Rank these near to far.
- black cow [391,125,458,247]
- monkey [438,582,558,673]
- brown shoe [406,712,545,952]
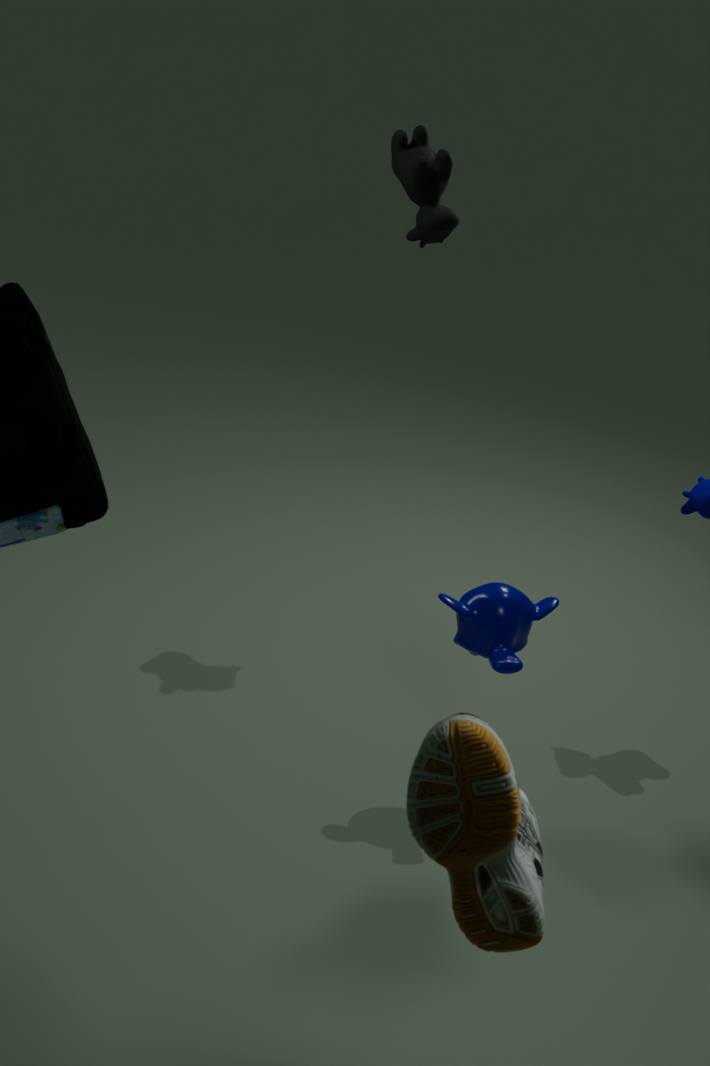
brown shoe [406,712,545,952] < monkey [438,582,558,673] < black cow [391,125,458,247]
